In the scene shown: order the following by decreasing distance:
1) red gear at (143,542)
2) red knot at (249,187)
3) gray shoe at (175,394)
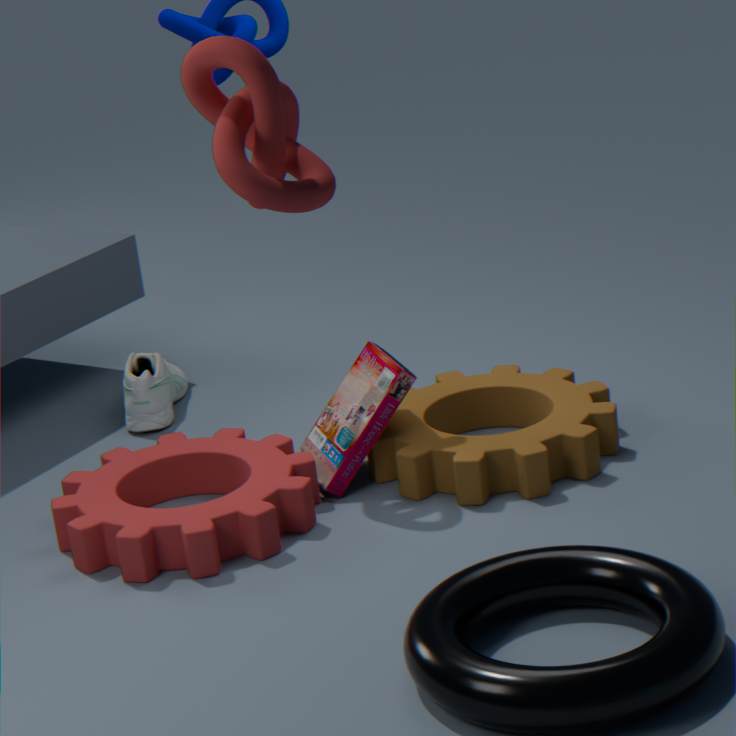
3. gray shoe at (175,394) < 1. red gear at (143,542) < 2. red knot at (249,187)
